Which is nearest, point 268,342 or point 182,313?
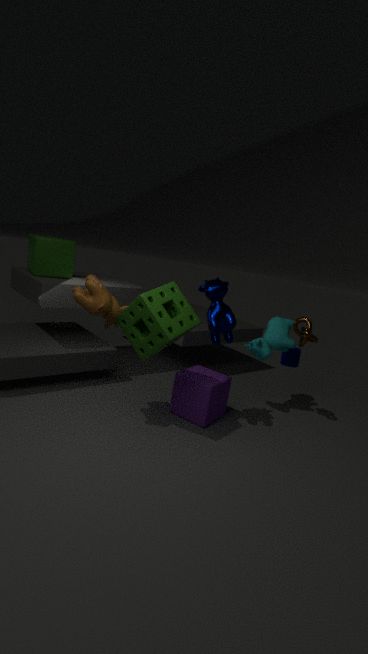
point 182,313
